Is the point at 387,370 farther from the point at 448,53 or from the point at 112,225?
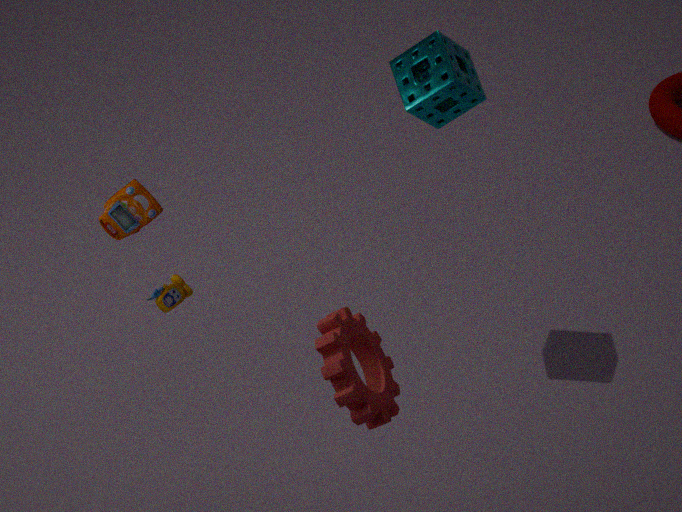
the point at 448,53
